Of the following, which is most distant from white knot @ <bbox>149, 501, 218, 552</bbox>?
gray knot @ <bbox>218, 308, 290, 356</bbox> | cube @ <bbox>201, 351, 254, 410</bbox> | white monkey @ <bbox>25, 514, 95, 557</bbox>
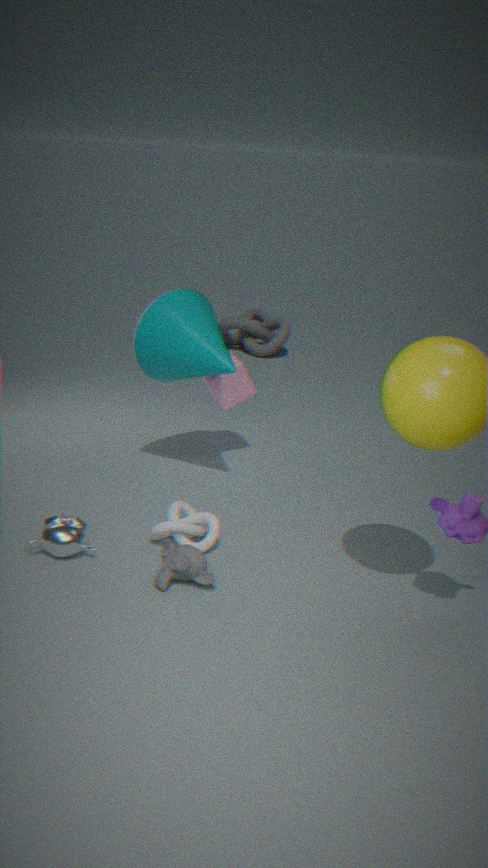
gray knot @ <bbox>218, 308, 290, 356</bbox>
